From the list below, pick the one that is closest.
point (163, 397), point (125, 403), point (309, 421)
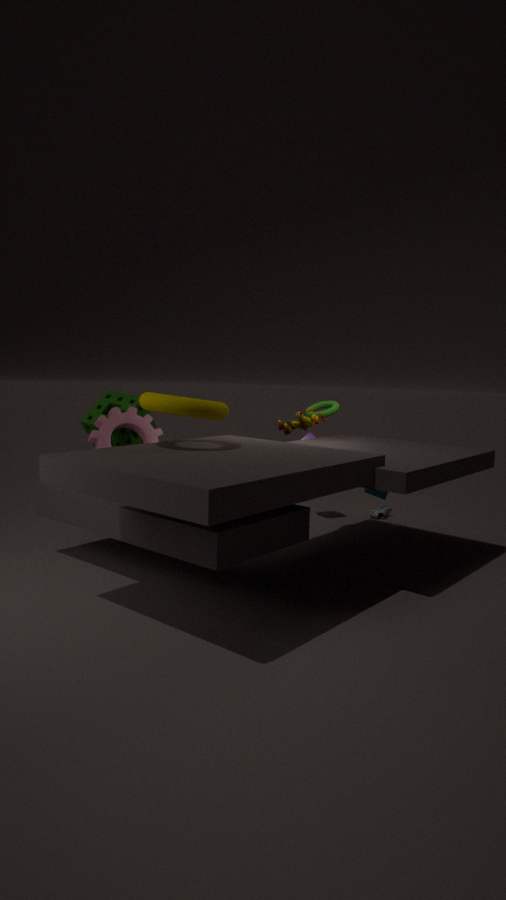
point (163, 397)
